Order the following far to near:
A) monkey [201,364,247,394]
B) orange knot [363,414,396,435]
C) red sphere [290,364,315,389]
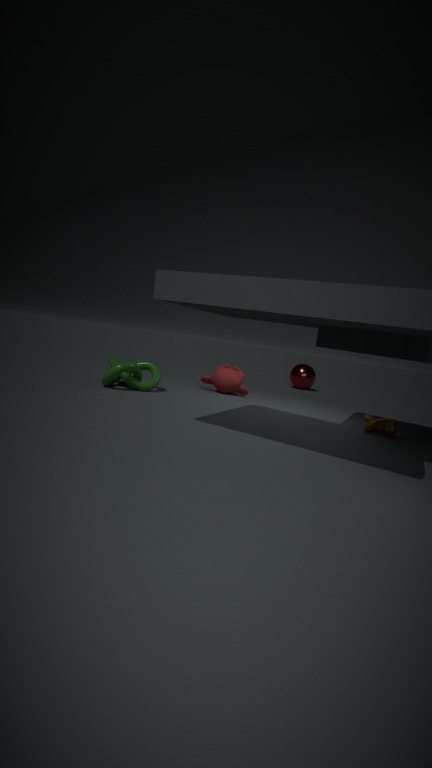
red sphere [290,364,315,389], monkey [201,364,247,394], orange knot [363,414,396,435]
